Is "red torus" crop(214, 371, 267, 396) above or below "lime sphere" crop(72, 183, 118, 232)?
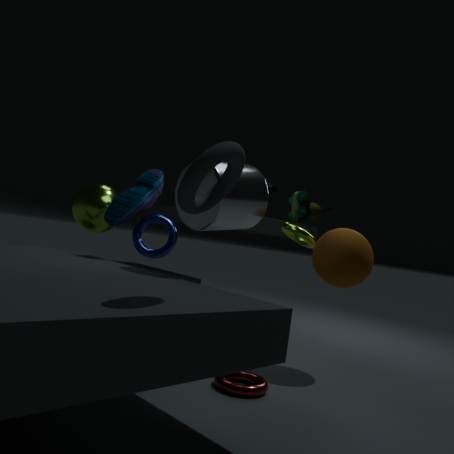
below
